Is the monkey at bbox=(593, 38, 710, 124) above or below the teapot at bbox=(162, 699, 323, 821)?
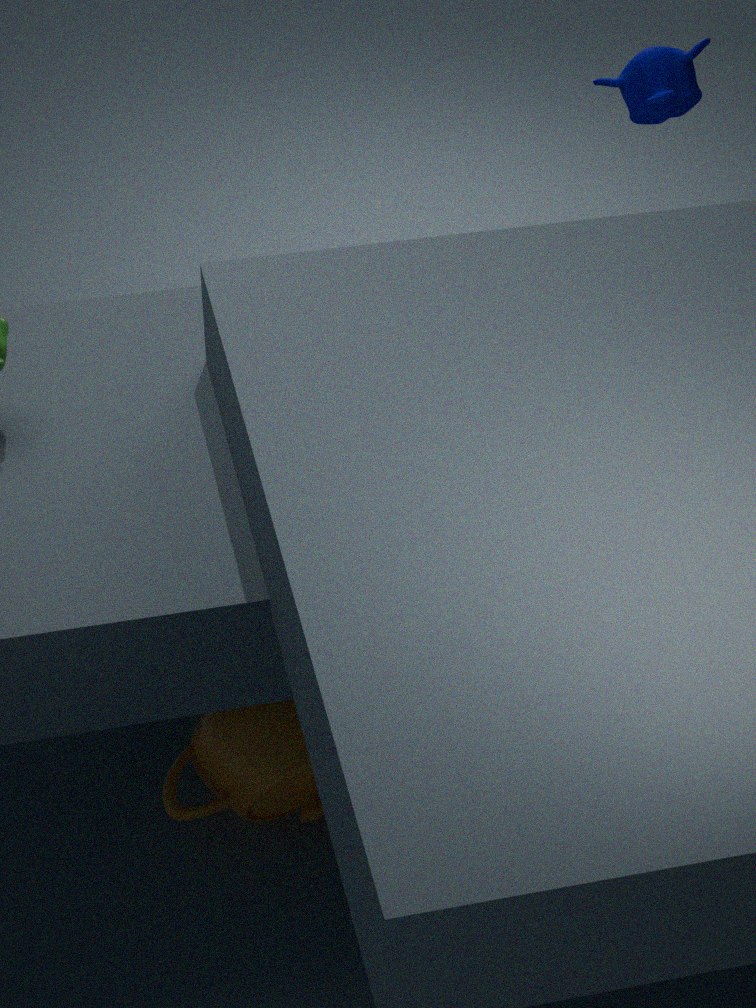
above
